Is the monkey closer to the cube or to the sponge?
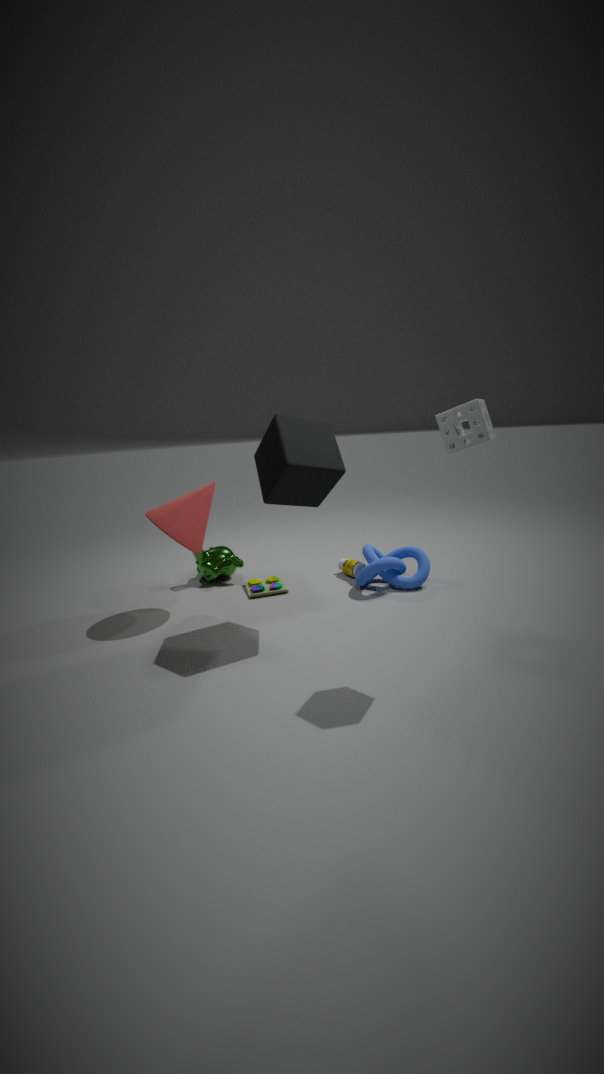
the cube
